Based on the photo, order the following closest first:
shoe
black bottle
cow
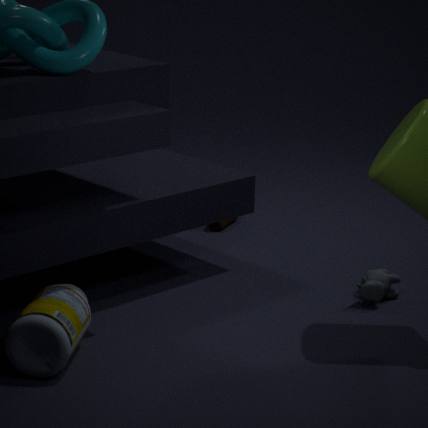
black bottle
cow
shoe
